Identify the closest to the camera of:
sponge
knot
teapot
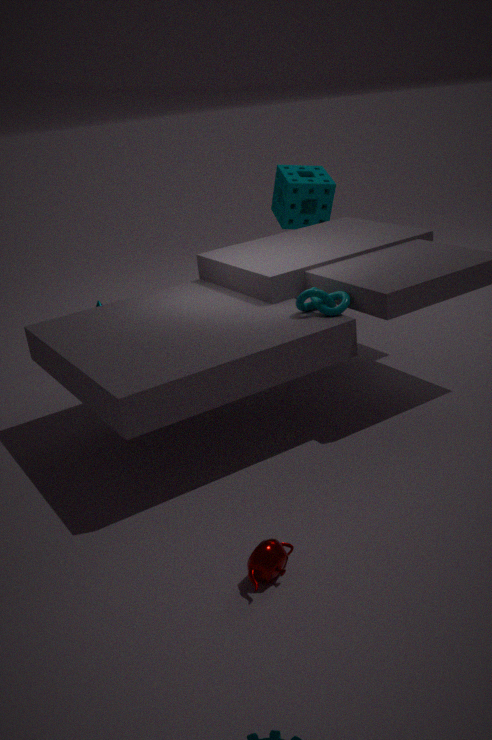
teapot
